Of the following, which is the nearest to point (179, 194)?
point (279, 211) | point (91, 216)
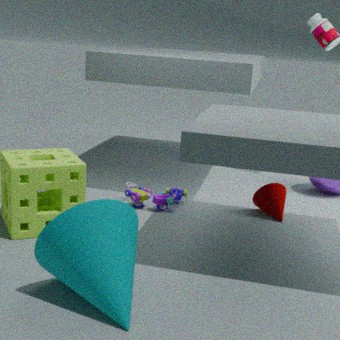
point (279, 211)
